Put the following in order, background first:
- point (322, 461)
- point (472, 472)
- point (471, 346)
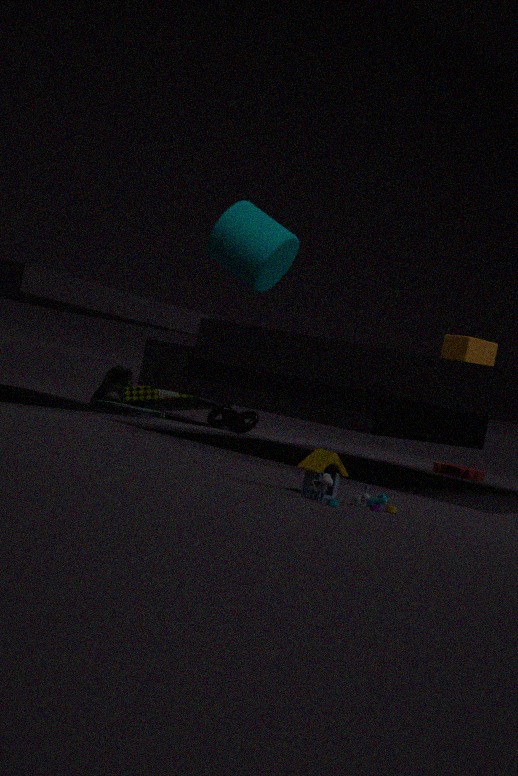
1. point (472, 472)
2. point (471, 346)
3. point (322, 461)
